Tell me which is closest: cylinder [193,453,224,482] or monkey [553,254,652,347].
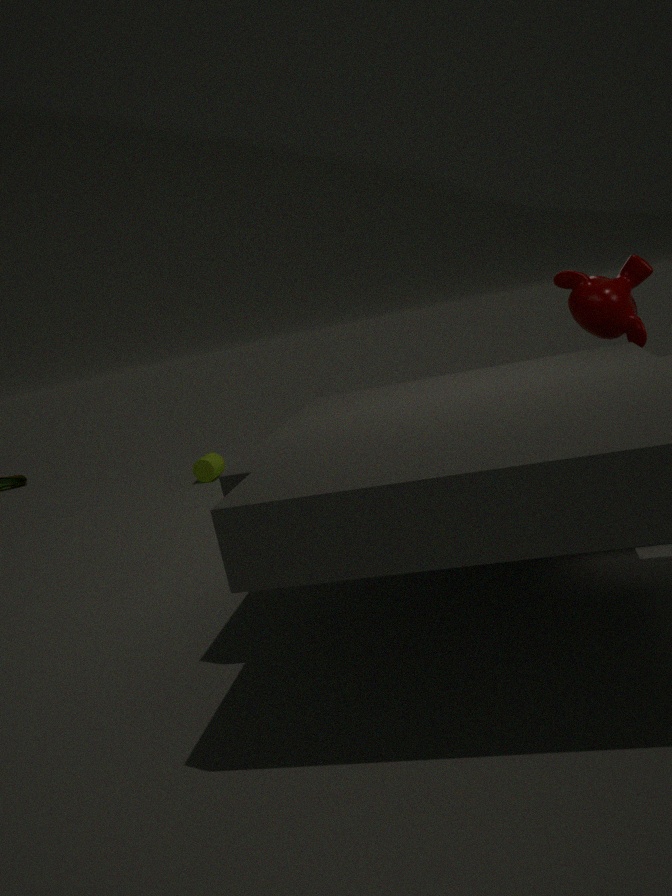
monkey [553,254,652,347]
